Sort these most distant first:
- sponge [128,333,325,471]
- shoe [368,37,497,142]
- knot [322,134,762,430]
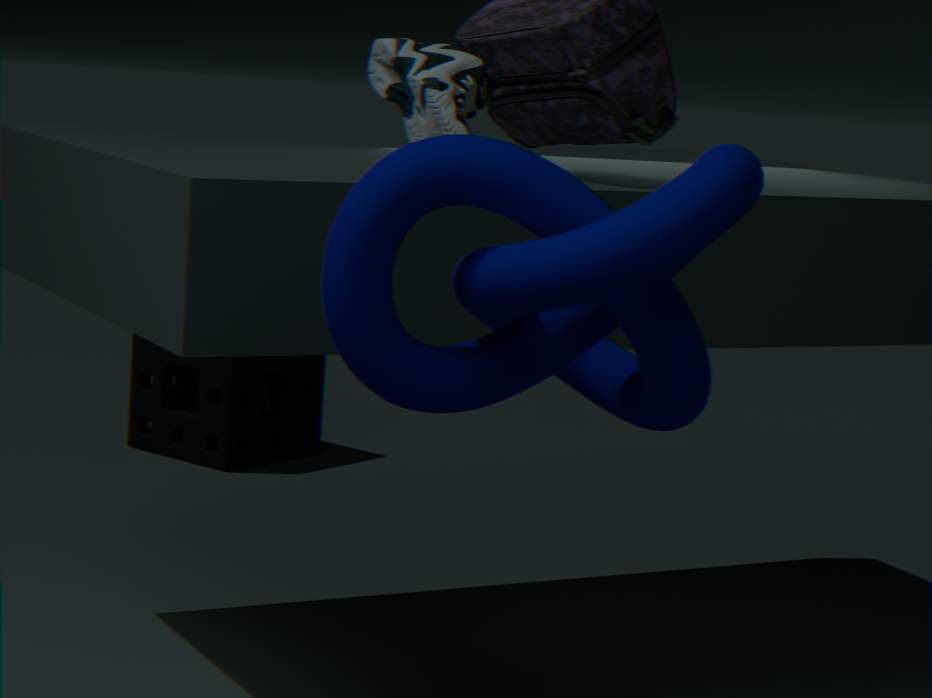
sponge [128,333,325,471], shoe [368,37,497,142], knot [322,134,762,430]
